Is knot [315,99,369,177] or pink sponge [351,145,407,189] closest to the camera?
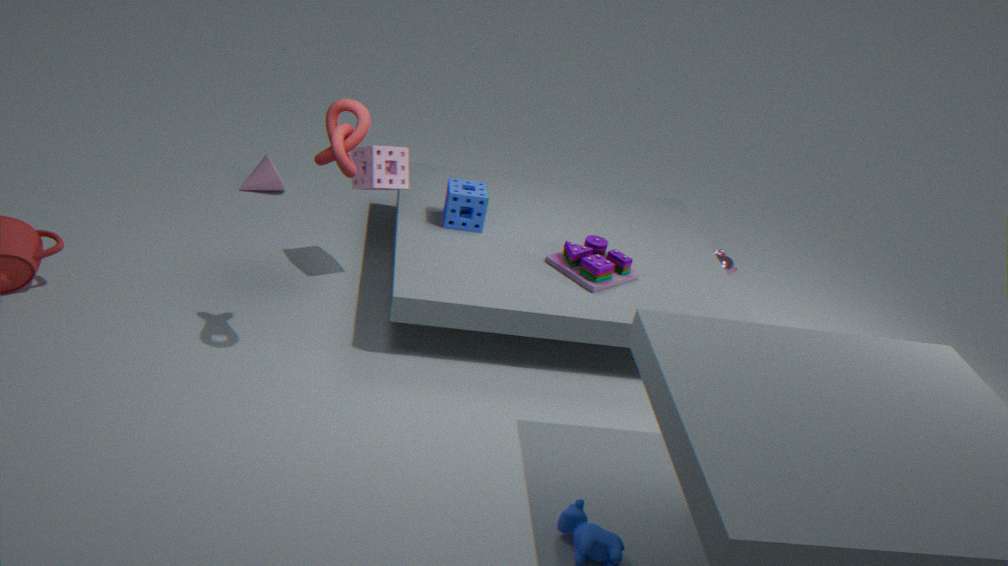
knot [315,99,369,177]
